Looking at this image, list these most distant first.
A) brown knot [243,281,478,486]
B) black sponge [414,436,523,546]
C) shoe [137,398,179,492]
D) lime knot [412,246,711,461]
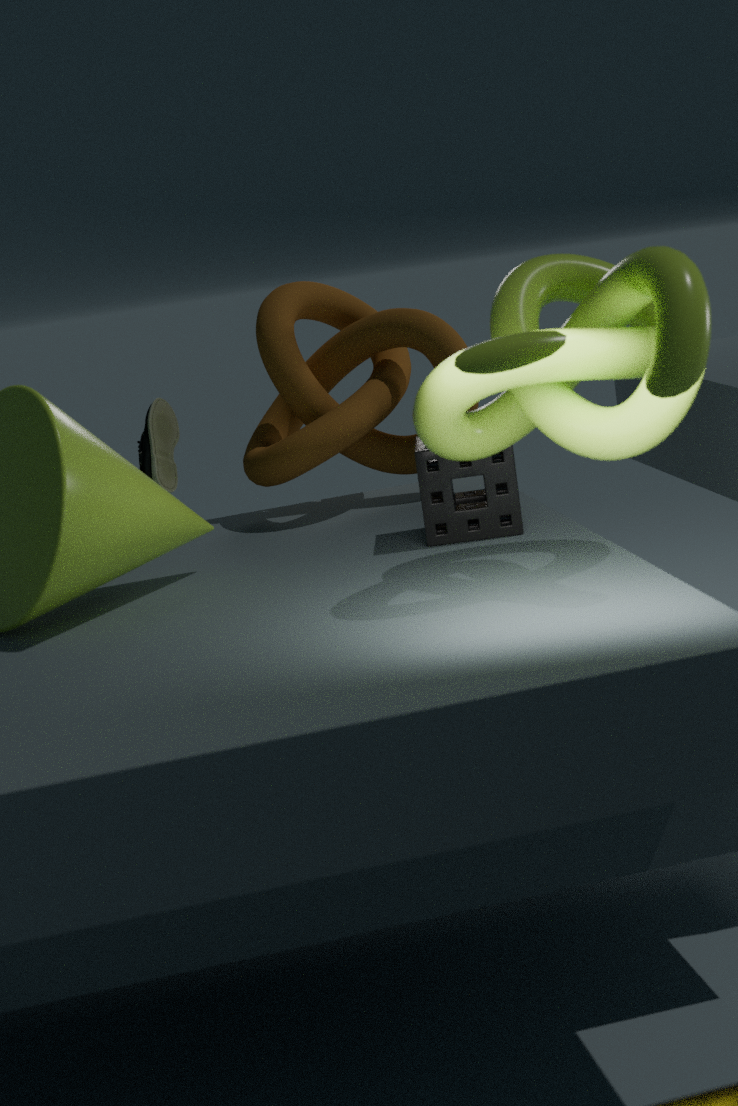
brown knot [243,281,478,486]
shoe [137,398,179,492]
black sponge [414,436,523,546]
lime knot [412,246,711,461]
